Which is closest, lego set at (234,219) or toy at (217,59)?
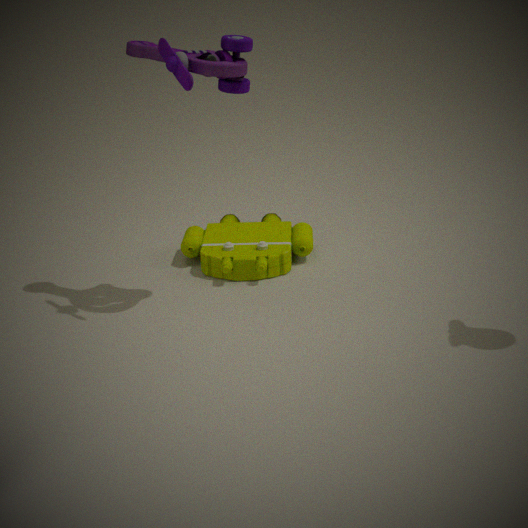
toy at (217,59)
